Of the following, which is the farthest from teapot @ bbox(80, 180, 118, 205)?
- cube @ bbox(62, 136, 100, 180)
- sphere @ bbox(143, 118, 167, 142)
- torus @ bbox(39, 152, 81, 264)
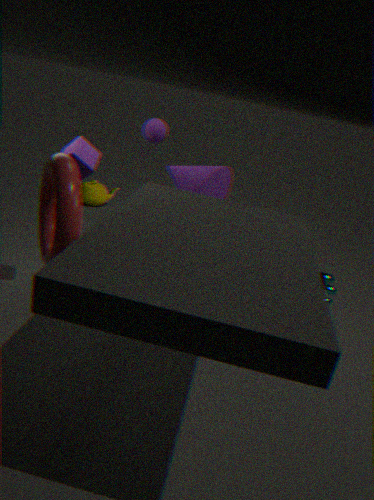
torus @ bbox(39, 152, 81, 264)
